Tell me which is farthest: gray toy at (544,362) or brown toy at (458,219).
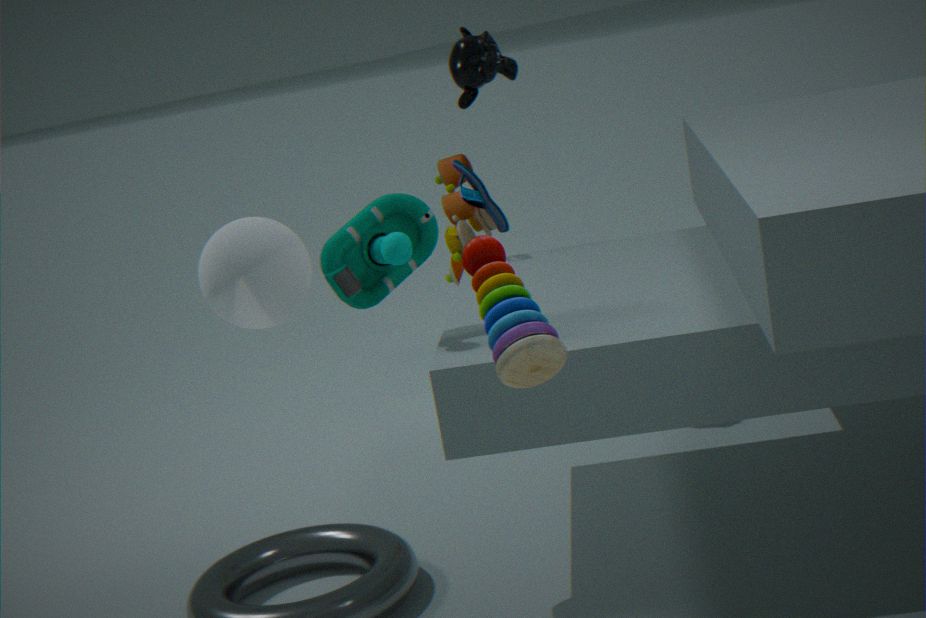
brown toy at (458,219)
